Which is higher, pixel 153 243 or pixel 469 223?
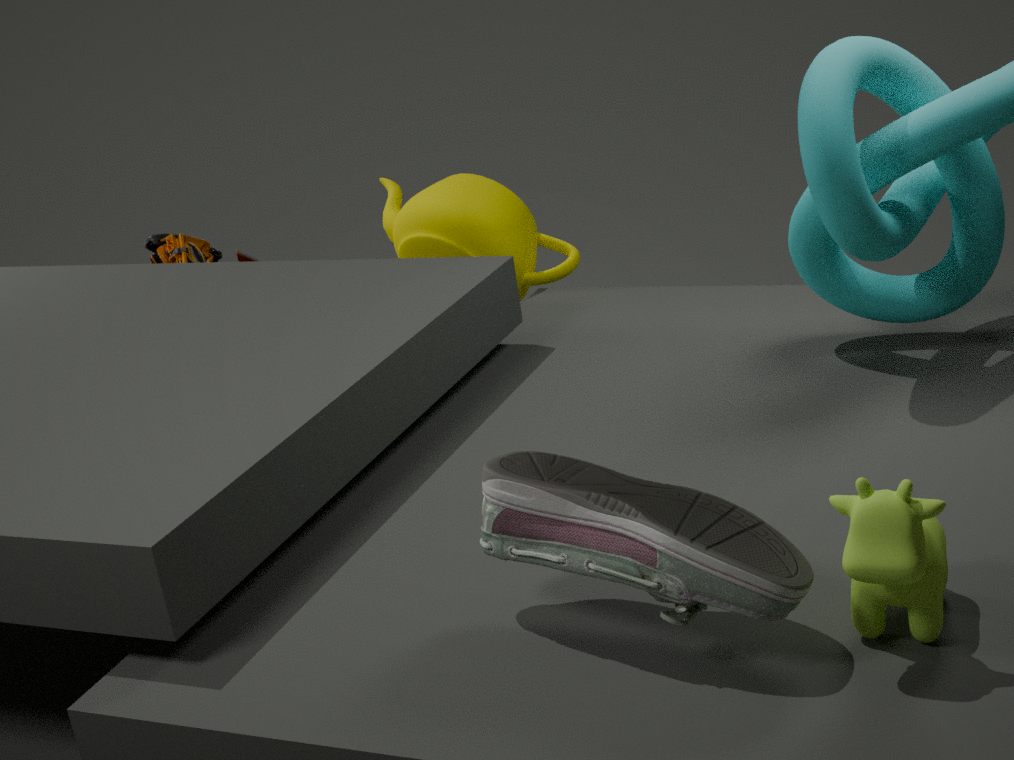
pixel 469 223
